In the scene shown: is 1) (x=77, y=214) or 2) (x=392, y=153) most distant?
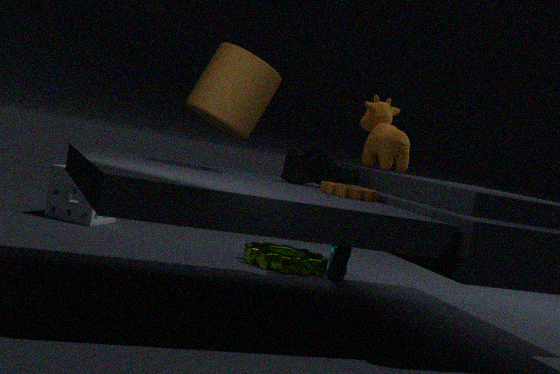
1. (x=77, y=214)
